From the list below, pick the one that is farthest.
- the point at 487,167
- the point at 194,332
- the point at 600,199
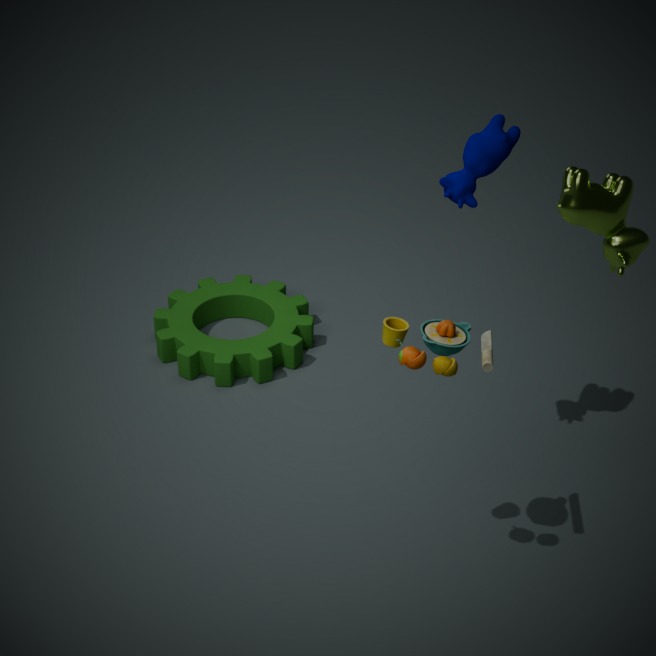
the point at 194,332
